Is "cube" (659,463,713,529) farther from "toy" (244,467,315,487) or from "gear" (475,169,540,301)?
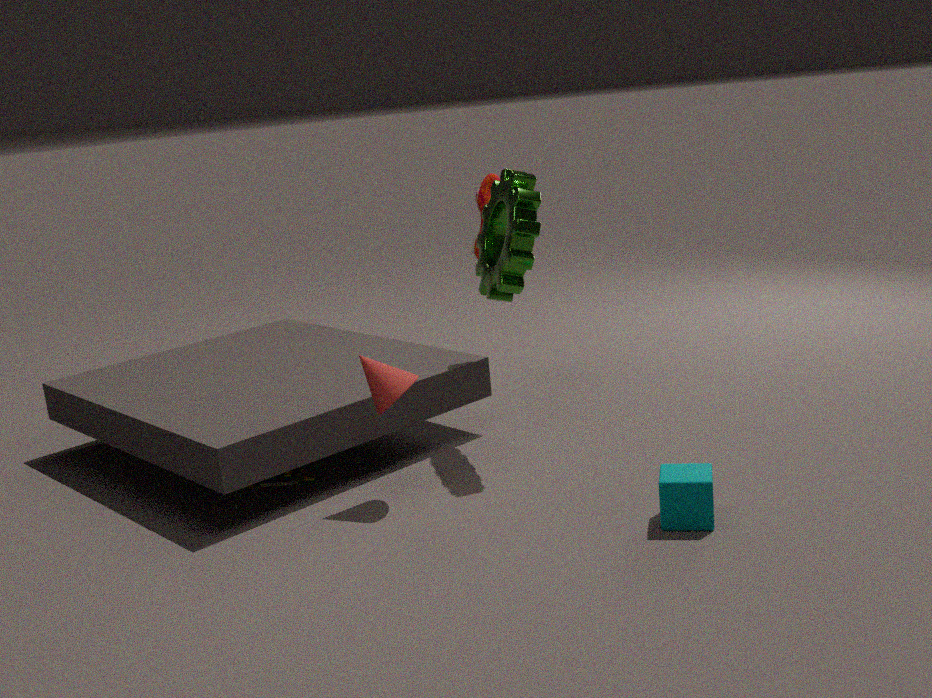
"toy" (244,467,315,487)
